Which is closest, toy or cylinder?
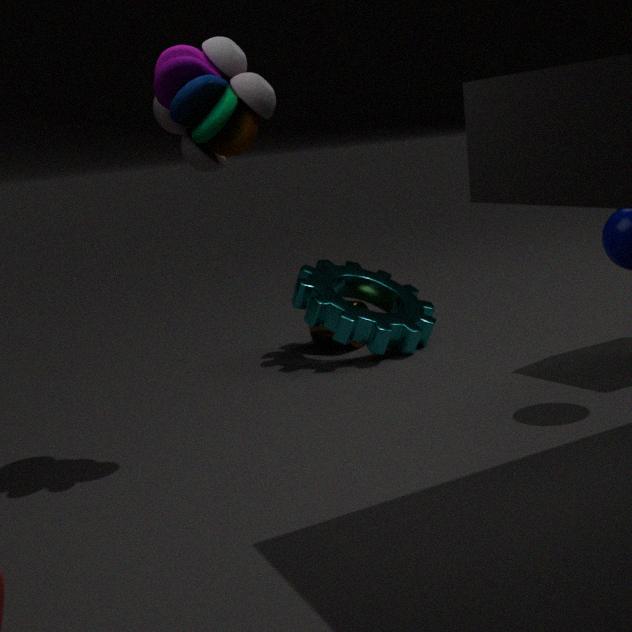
toy
